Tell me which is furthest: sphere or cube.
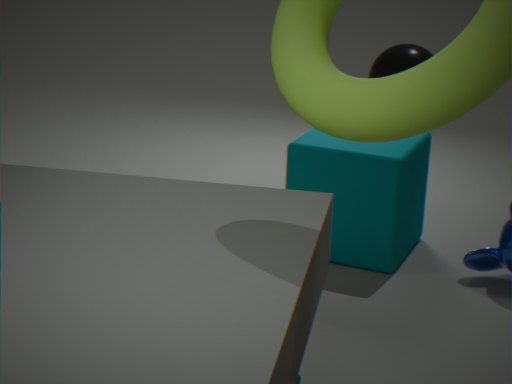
sphere
